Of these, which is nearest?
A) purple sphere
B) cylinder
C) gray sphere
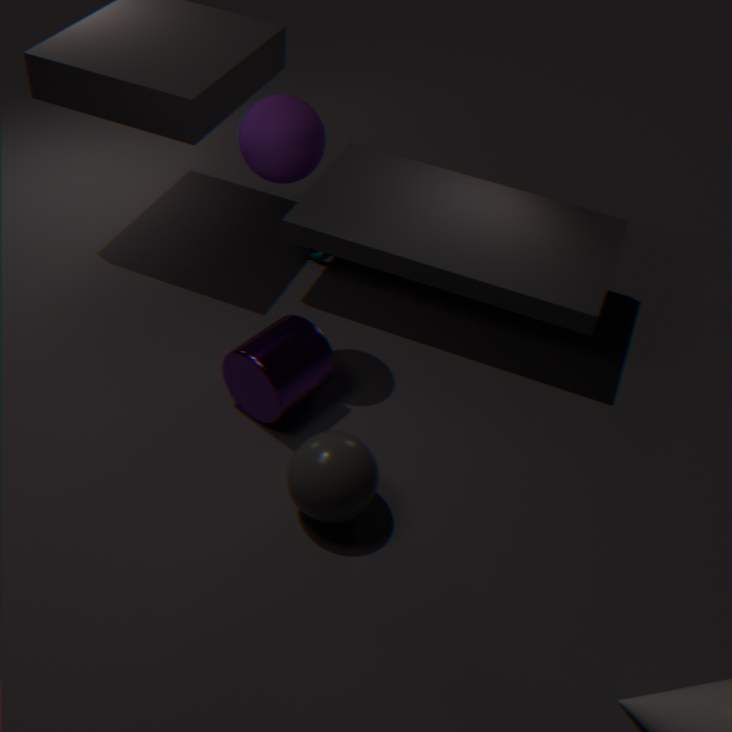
gray sphere
